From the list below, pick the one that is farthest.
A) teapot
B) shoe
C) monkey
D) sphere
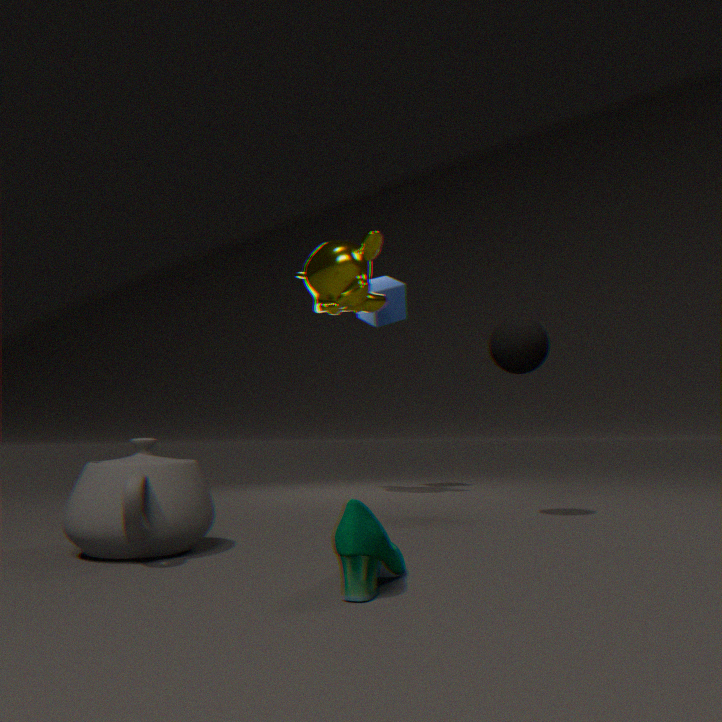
monkey
